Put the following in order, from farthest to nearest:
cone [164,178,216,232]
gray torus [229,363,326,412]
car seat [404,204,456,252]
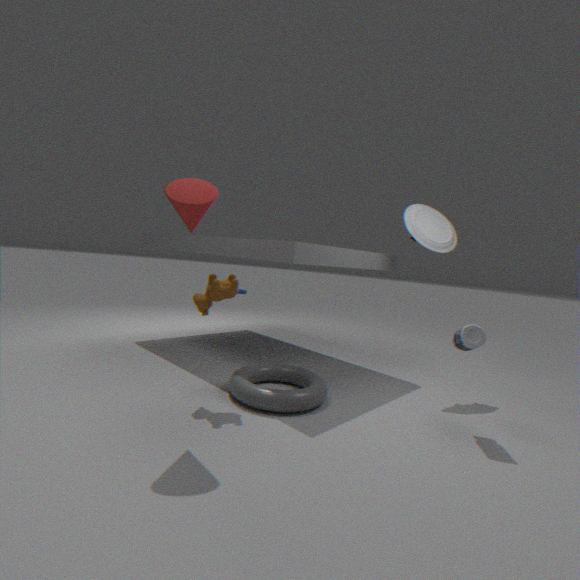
car seat [404,204,456,252] → gray torus [229,363,326,412] → cone [164,178,216,232]
